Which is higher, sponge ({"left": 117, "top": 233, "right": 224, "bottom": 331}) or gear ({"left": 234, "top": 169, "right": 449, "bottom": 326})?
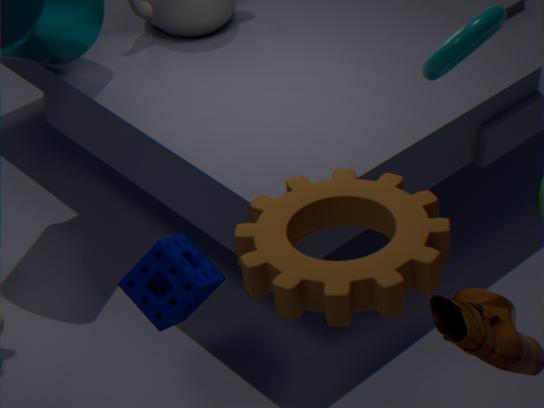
gear ({"left": 234, "top": 169, "right": 449, "bottom": 326})
